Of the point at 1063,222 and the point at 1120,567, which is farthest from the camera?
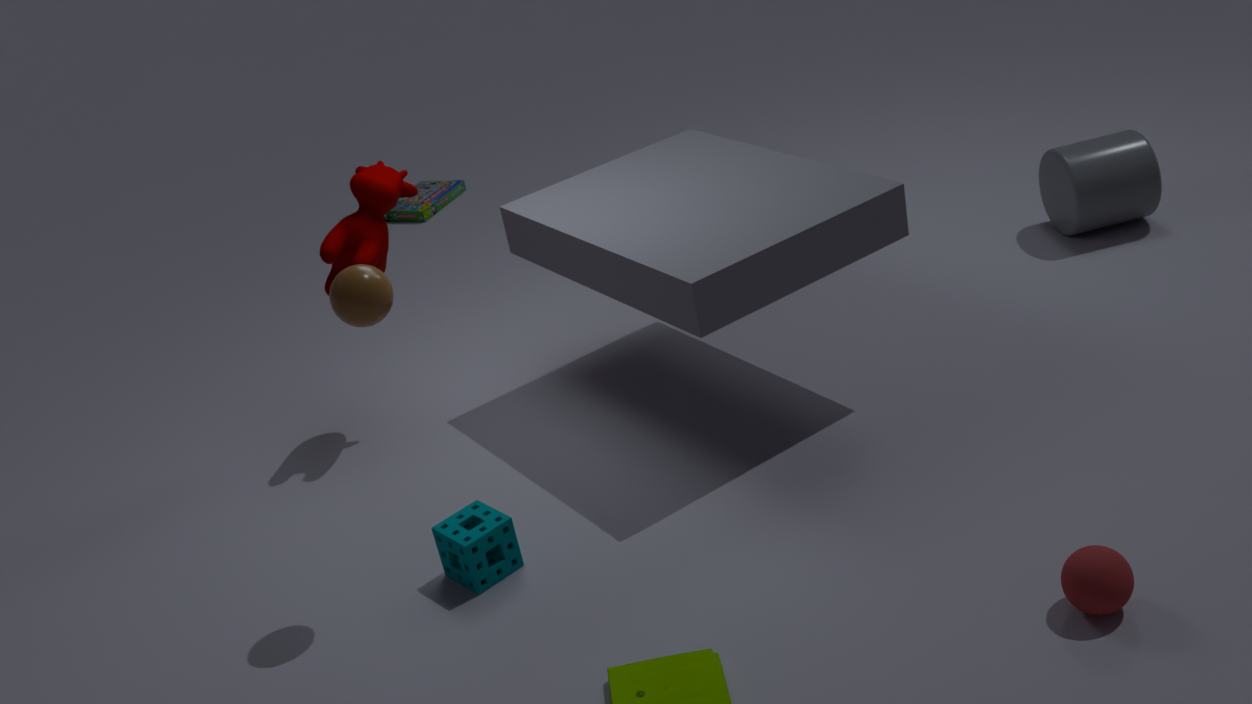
the point at 1063,222
